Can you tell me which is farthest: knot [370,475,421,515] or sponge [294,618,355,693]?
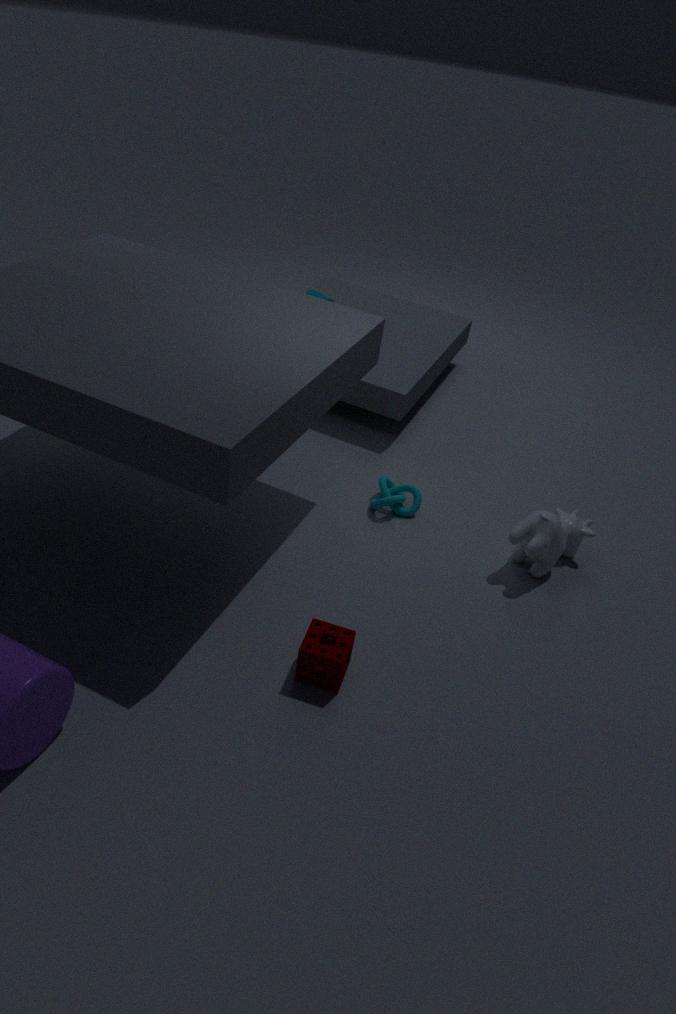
knot [370,475,421,515]
